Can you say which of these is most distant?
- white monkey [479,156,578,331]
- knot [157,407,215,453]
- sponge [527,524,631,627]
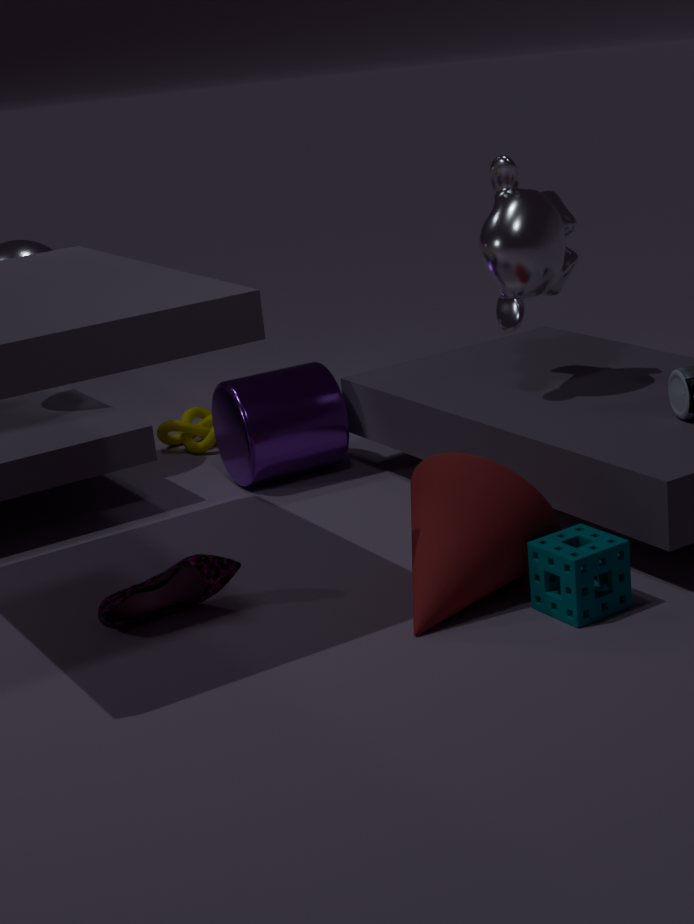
knot [157,407,215,453]
